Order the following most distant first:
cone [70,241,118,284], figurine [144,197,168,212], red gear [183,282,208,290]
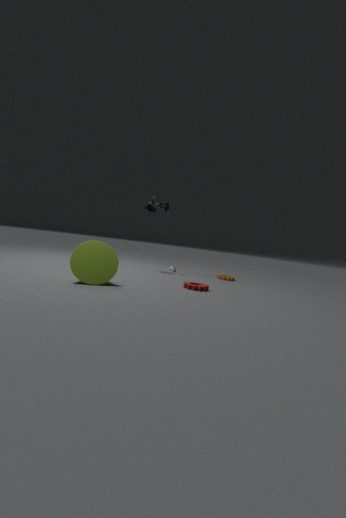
figurine [144,197,168,212] < red gear [183,282,208,290] < cone [70,241,118,284]
